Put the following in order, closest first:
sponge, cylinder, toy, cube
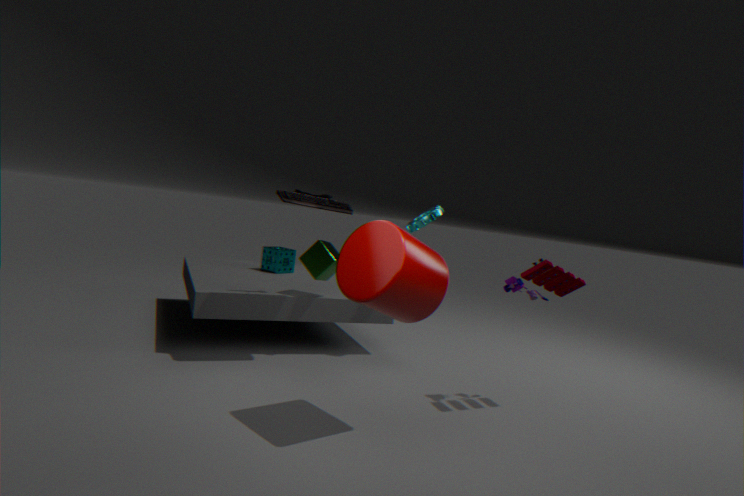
cylinder, toy, cube, sponge
